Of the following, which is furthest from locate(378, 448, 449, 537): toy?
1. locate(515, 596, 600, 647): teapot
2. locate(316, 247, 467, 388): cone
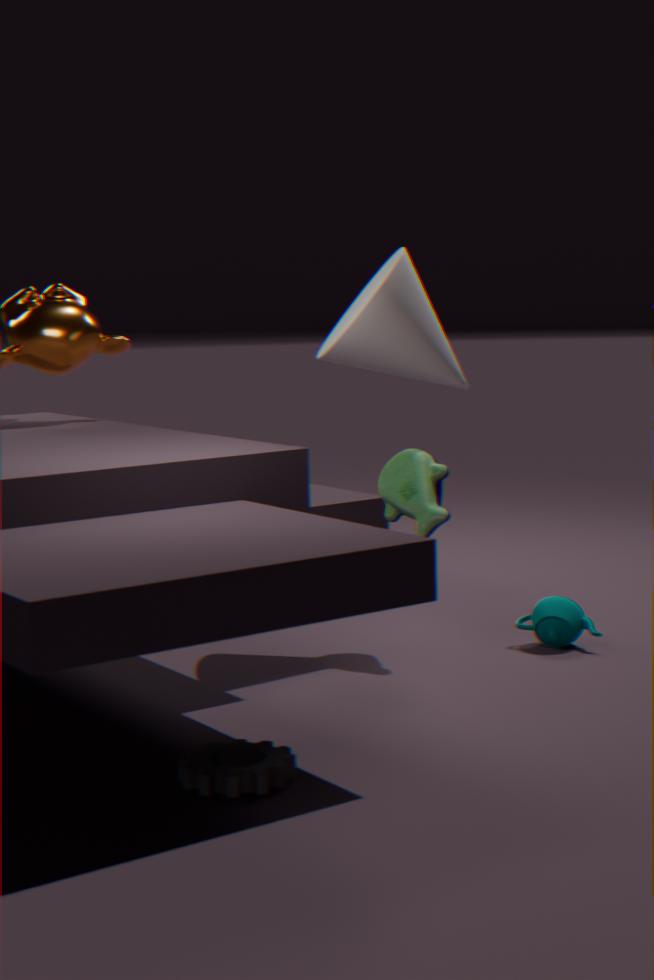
A: locate(515, 596, 600, 647): teapot
